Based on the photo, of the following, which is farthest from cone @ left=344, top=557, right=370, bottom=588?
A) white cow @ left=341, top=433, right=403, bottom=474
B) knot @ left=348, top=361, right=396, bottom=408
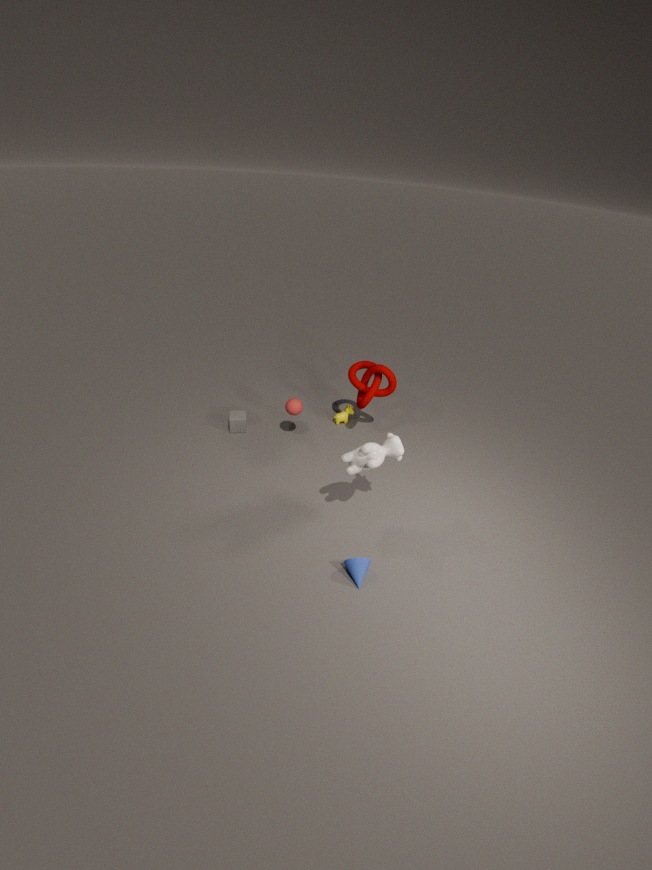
knot @ left=348, top=361, right=396, bottom=408
